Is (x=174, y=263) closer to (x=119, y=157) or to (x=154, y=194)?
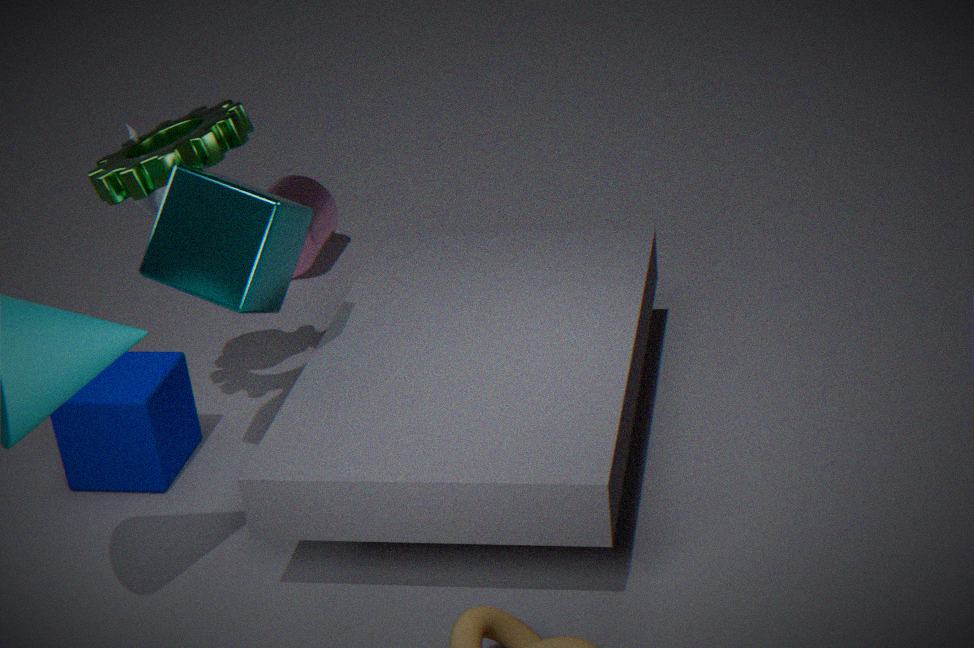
(x=119, y=157)
